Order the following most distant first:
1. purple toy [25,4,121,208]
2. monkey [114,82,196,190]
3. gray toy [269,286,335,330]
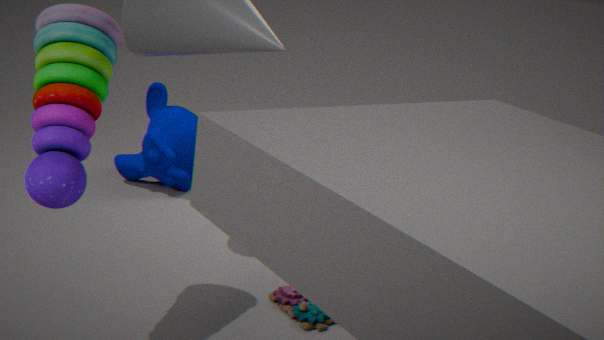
monkey [114,82,196,190], gray toy [269,286,335,330], purple toy [25,4,121,208]
